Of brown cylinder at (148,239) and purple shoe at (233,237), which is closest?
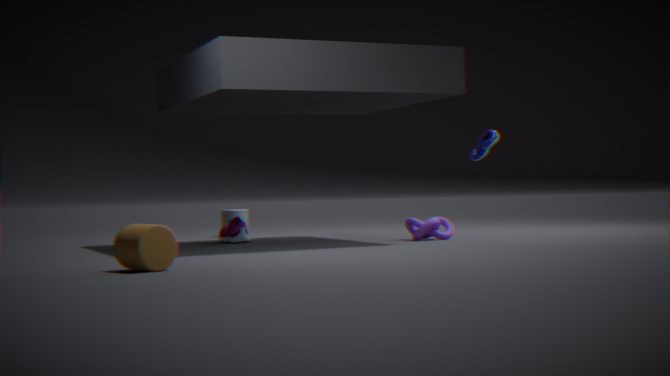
brown cylinder at (148,239)
